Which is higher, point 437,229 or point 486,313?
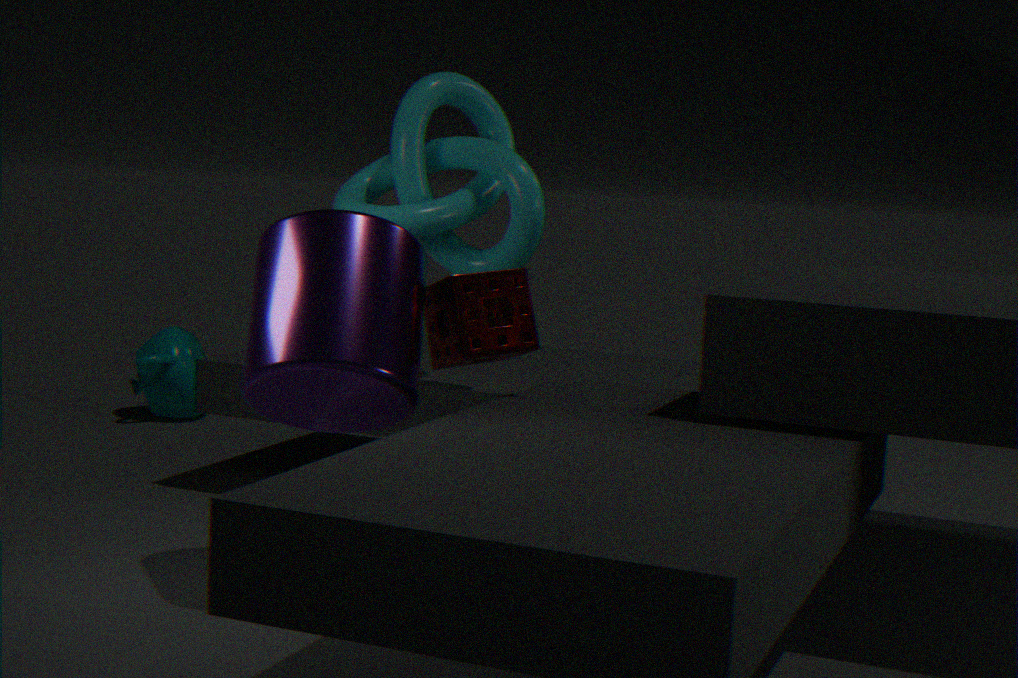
point 437,229
